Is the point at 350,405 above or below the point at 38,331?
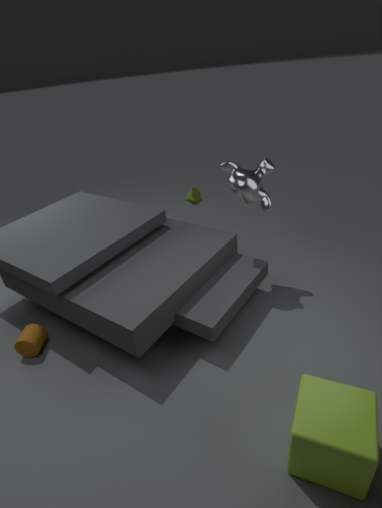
above
